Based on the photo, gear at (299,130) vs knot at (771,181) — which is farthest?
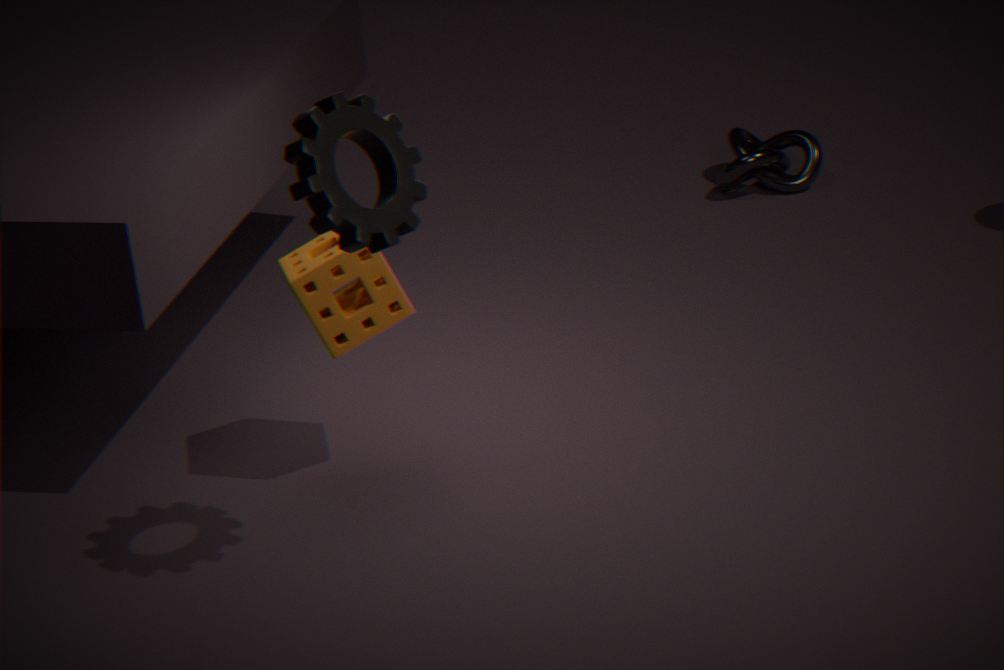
knot at (771,181)
